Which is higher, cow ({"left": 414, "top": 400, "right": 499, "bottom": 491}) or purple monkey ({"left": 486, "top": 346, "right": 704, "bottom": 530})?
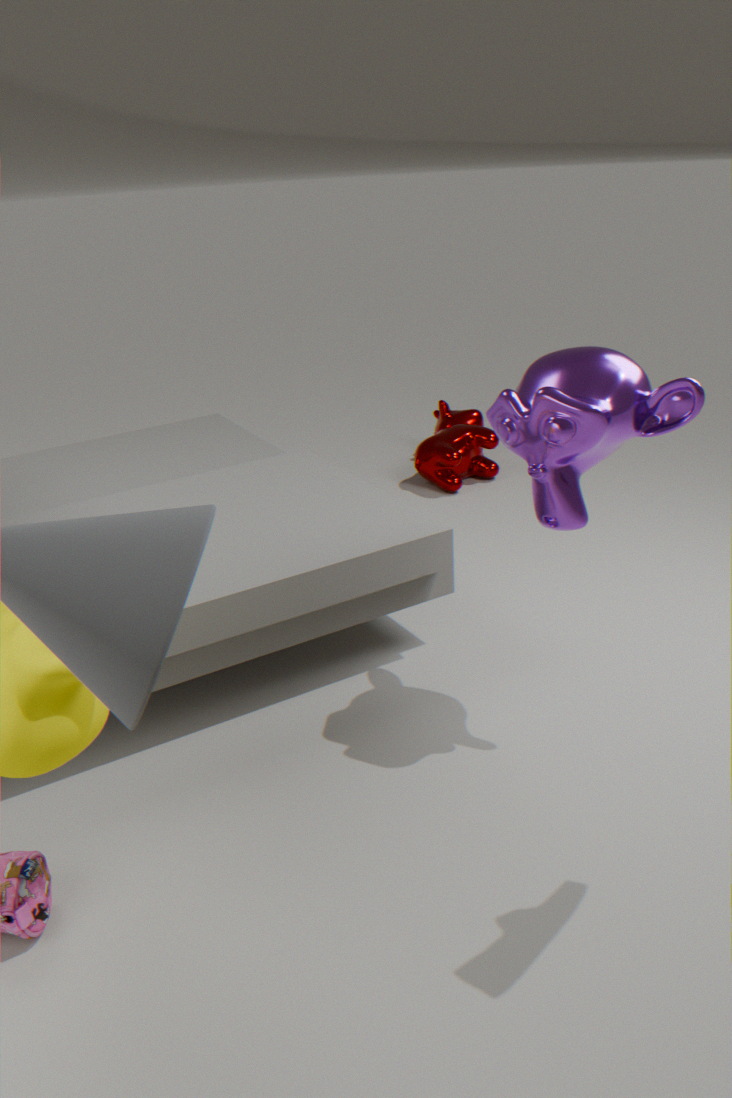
purple monkey ({"left": 486, "top": 346, "right": 704, "bottom": 530})
